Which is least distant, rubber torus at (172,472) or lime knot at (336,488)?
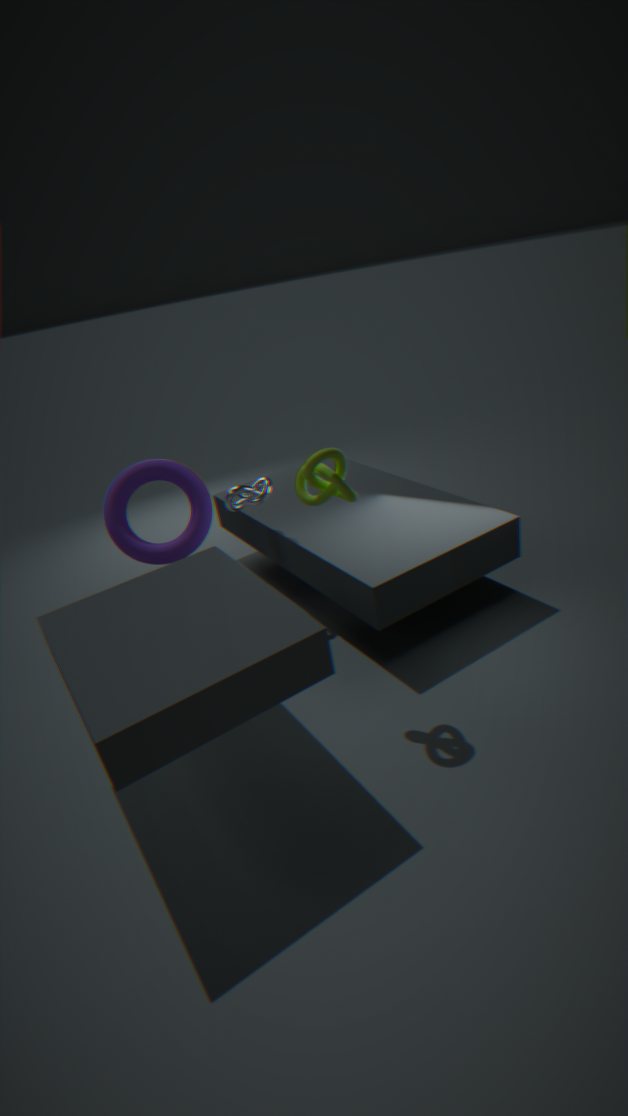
lime knot at (336,488)
